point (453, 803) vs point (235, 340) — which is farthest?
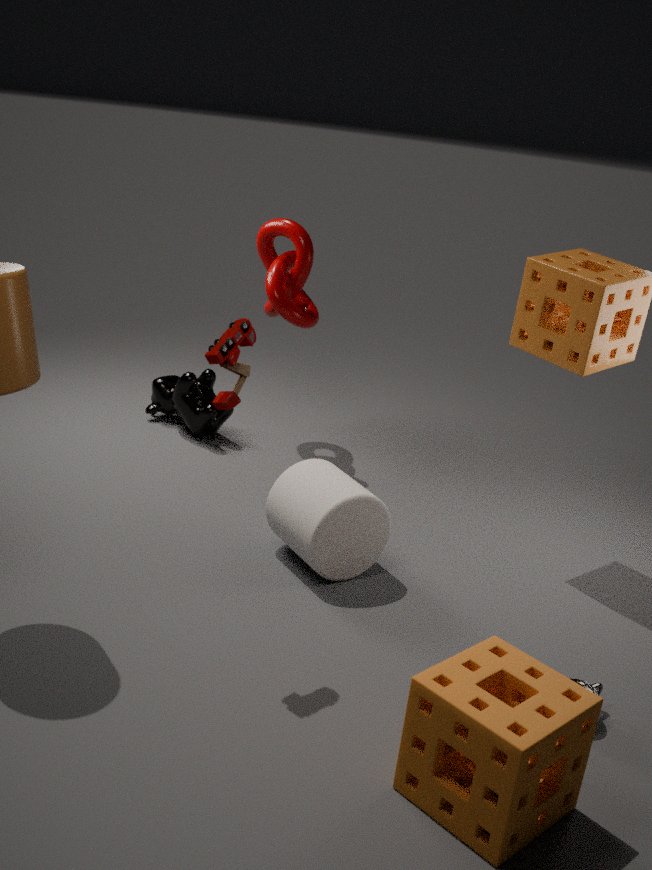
point (235, 340)
